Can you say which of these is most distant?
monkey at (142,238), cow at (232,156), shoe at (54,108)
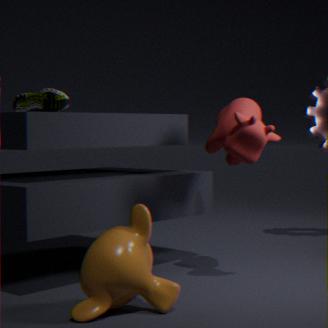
shoe at (54,108)
